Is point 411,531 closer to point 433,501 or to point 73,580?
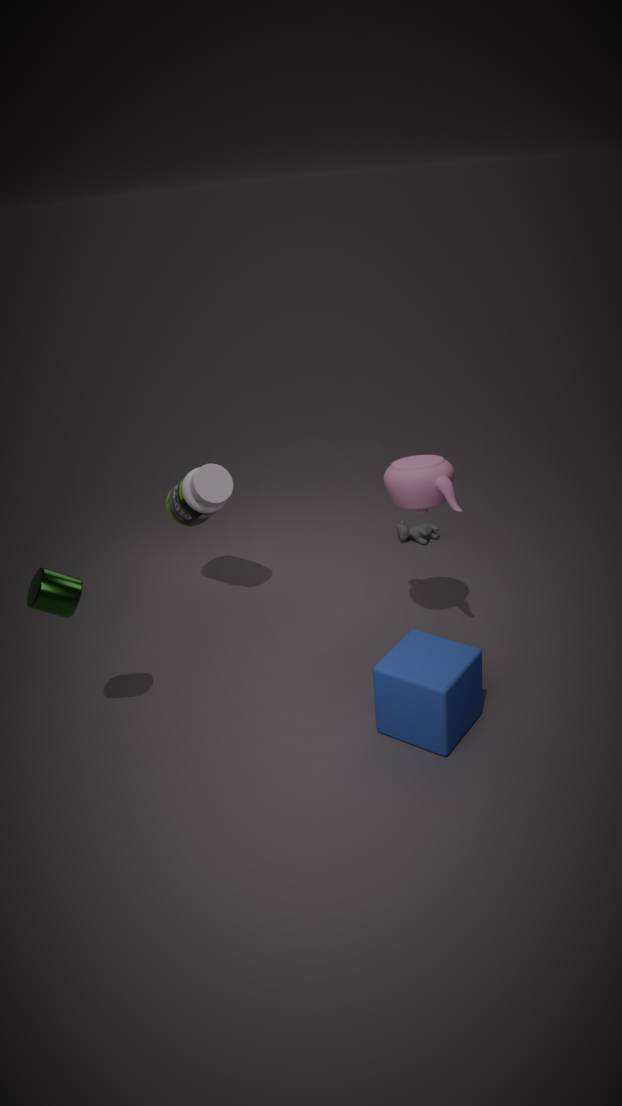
point 433,501
